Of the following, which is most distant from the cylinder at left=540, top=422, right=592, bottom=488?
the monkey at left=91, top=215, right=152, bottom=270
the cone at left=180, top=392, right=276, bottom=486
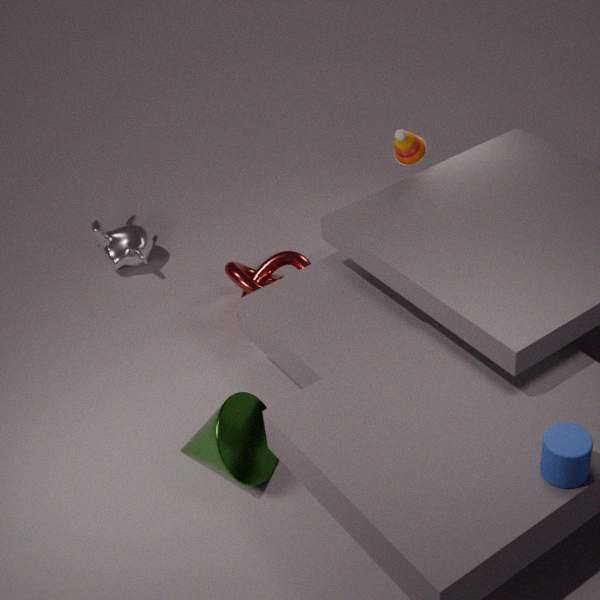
the monkey at left=91, top=215, right=152, bottom=270
